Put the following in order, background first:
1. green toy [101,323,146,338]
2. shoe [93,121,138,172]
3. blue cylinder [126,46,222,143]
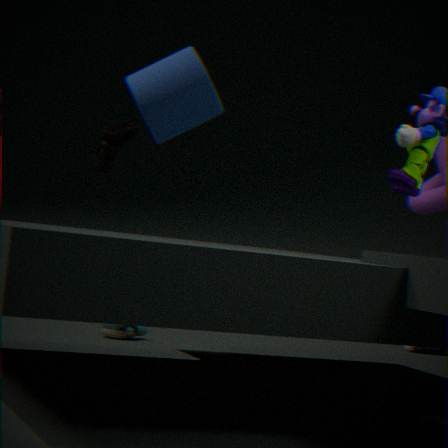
green toy [101,323,146,338], shoe [93,121,138,172], blue cylinder [126,46,222,143]
